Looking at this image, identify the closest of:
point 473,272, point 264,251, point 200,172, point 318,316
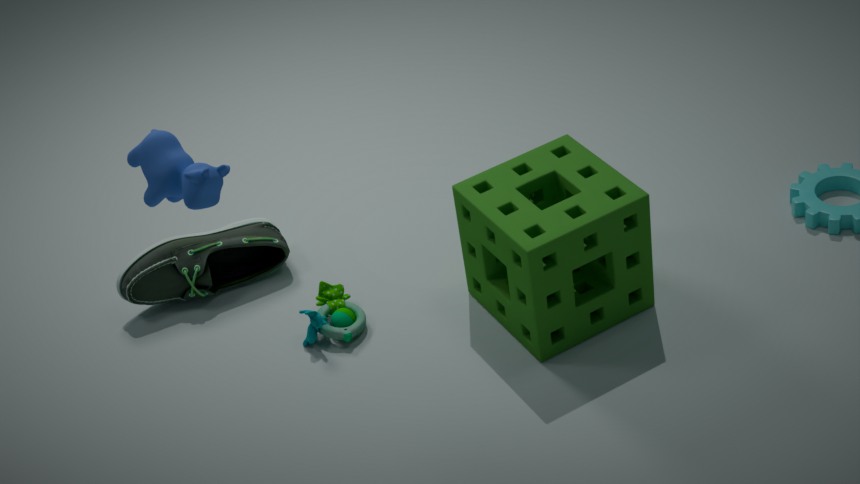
point 200,172
